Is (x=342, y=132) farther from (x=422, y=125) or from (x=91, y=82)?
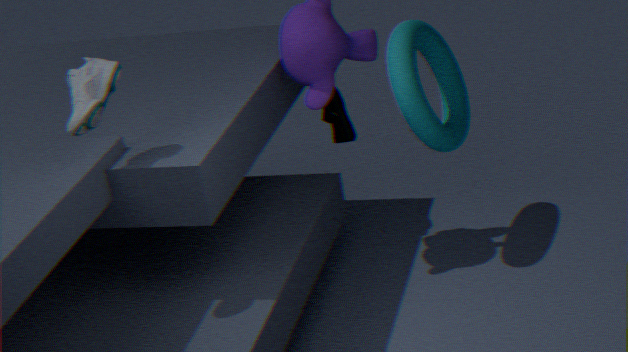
(x=91, y=82)
